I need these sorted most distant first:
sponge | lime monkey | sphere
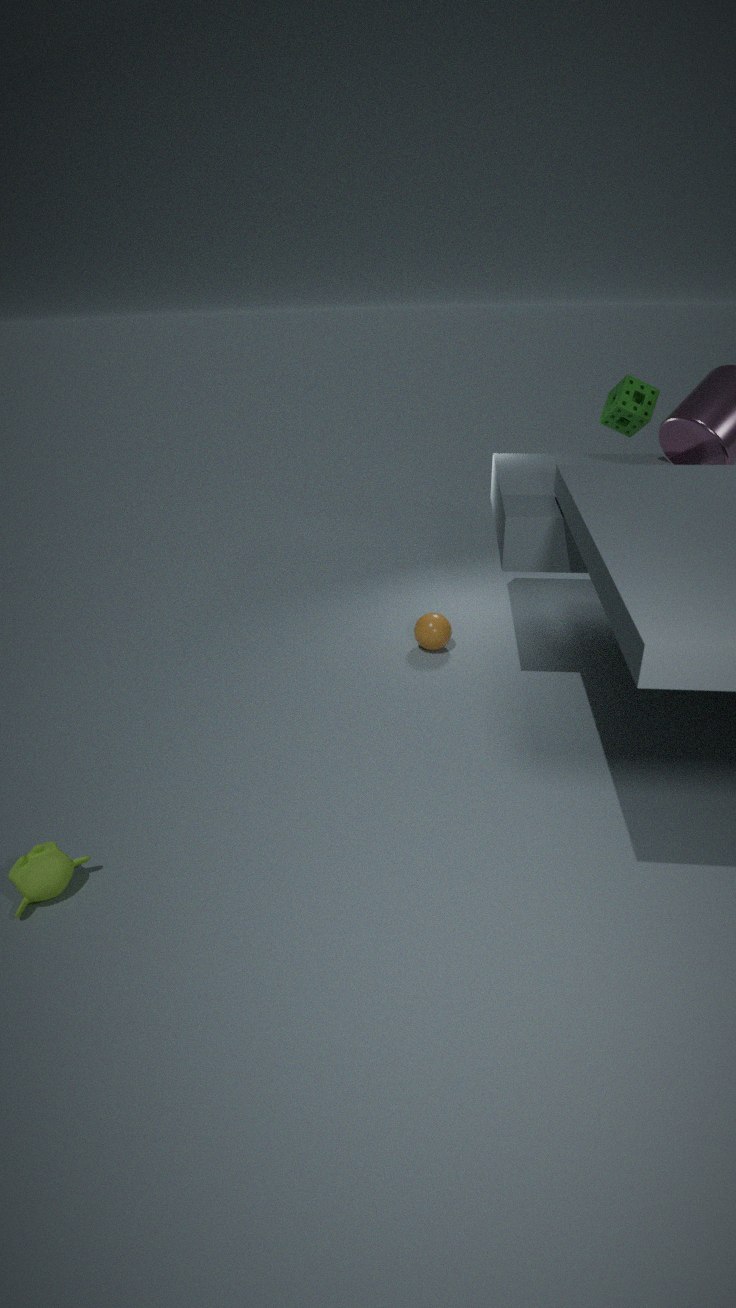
1. sponge
2. sphere
3. lime monkey
